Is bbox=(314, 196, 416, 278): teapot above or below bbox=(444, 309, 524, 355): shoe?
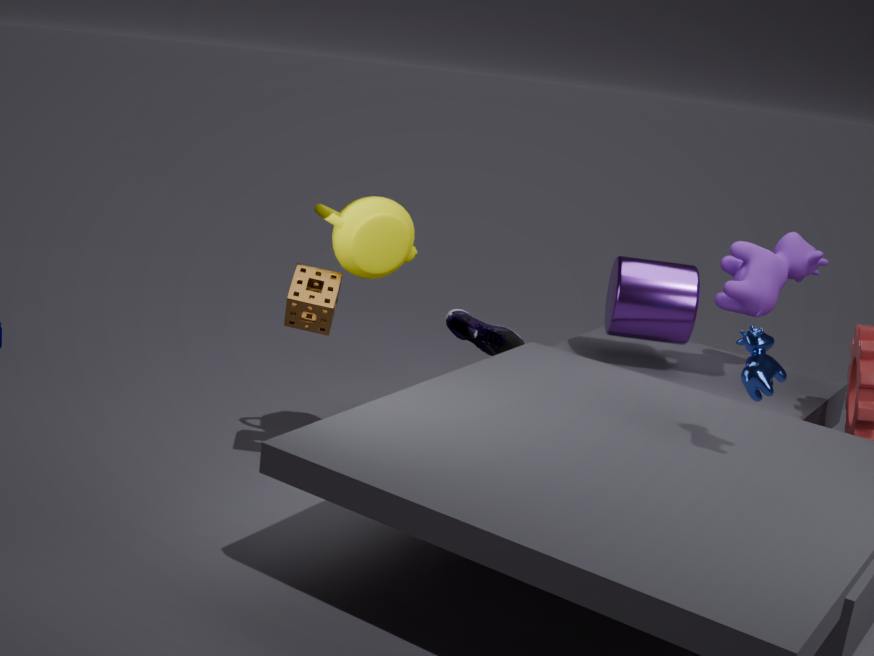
above
